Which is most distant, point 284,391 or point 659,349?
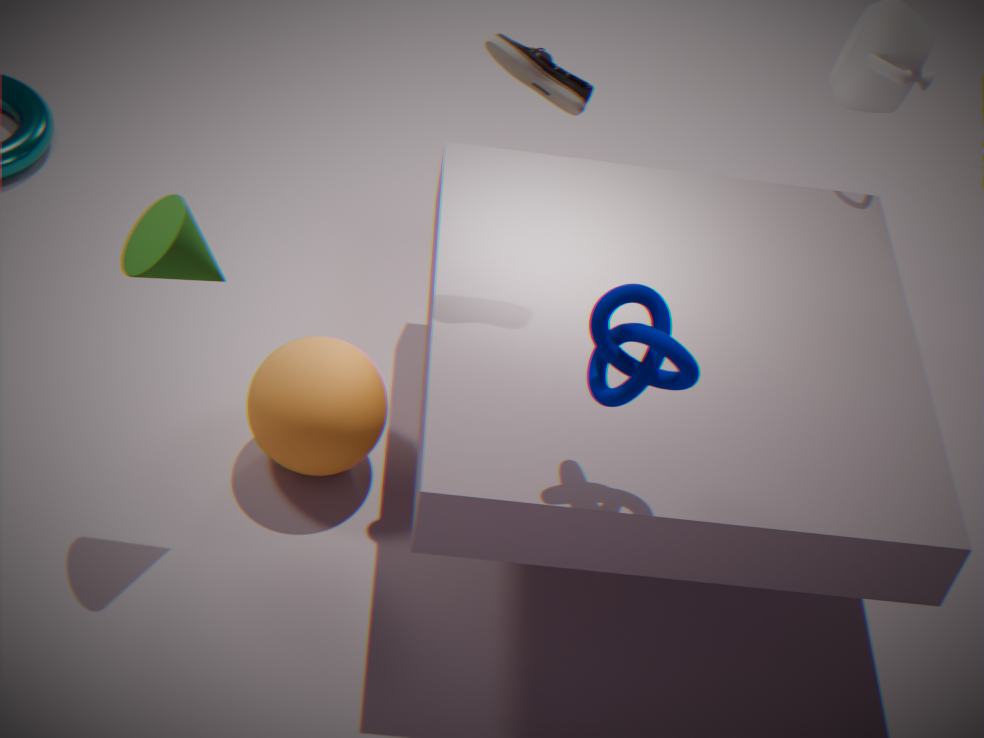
point 284,391
